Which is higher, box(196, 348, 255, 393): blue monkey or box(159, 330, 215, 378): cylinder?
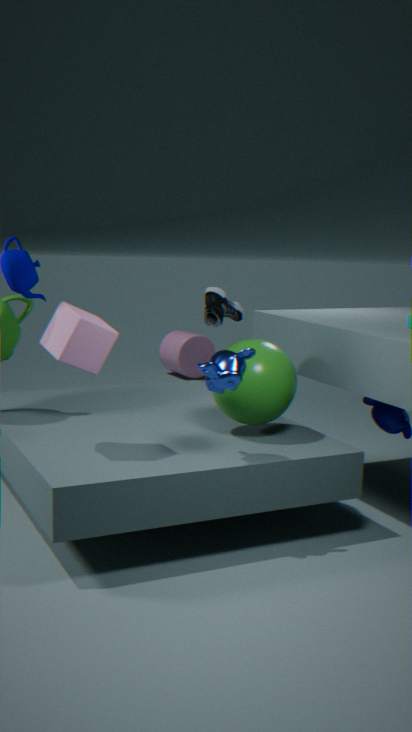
box(196, 348, 255, 393): blue monkey
